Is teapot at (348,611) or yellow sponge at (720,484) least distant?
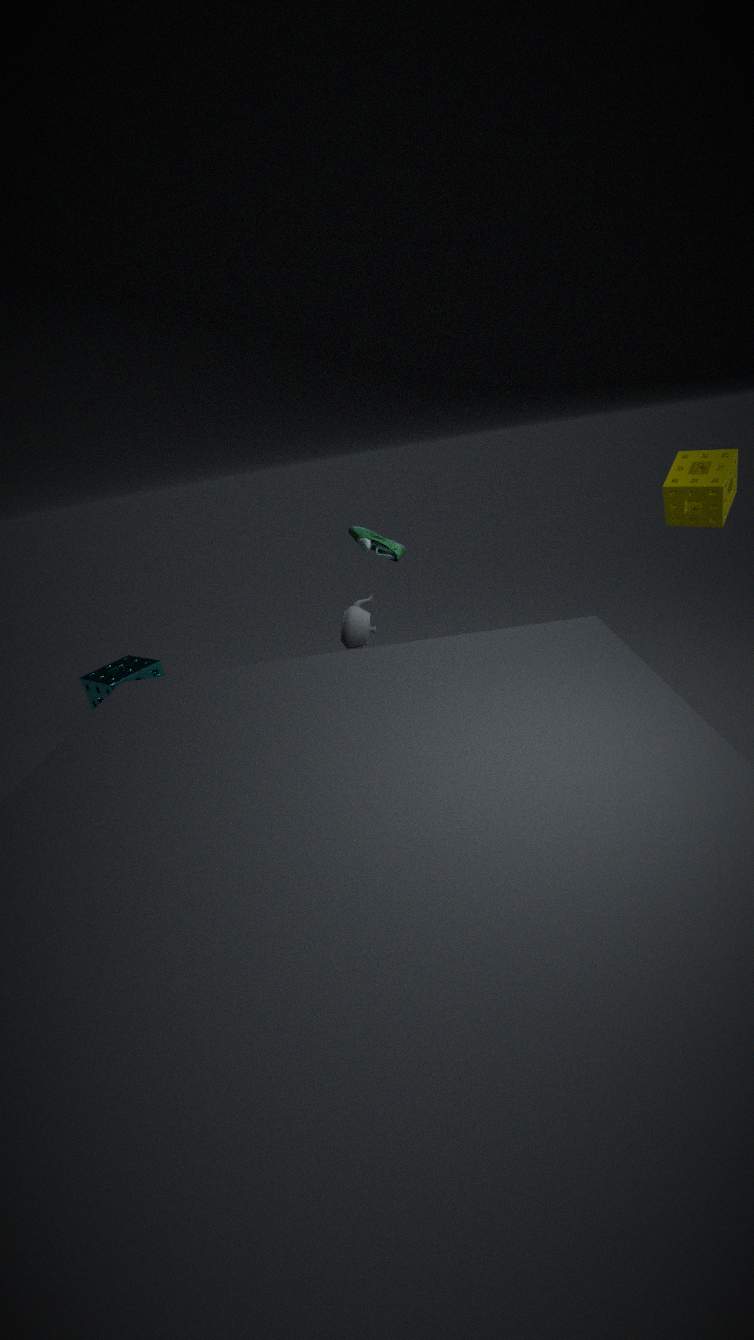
yellow sponge at (720,484)
